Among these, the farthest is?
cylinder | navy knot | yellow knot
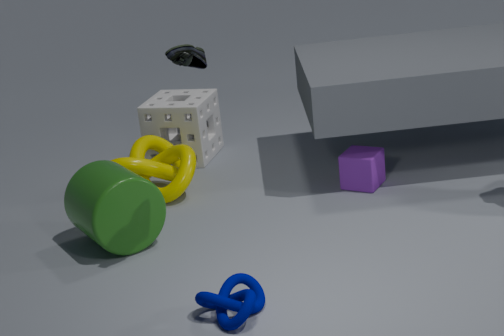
yellow knot
